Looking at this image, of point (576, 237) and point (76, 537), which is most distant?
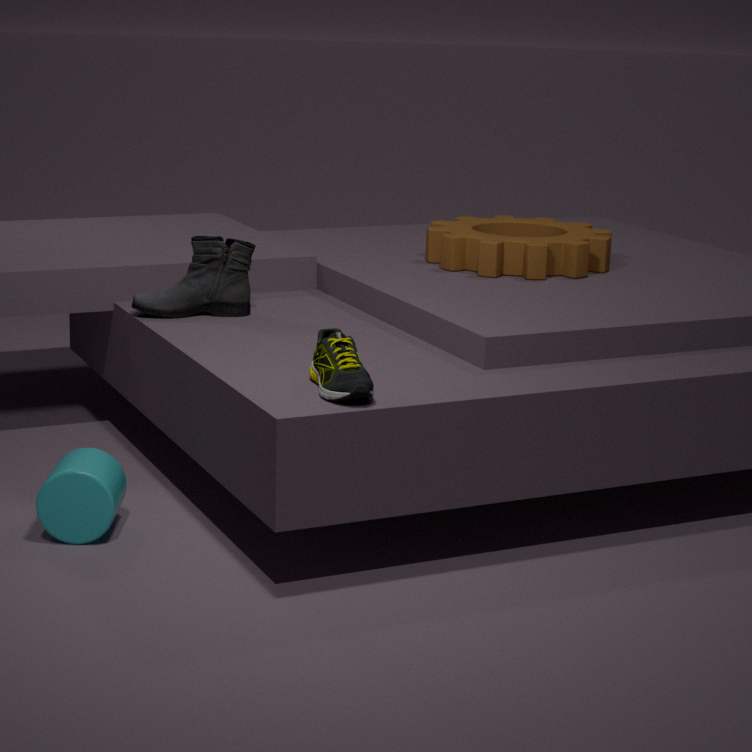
point (576, 237)
